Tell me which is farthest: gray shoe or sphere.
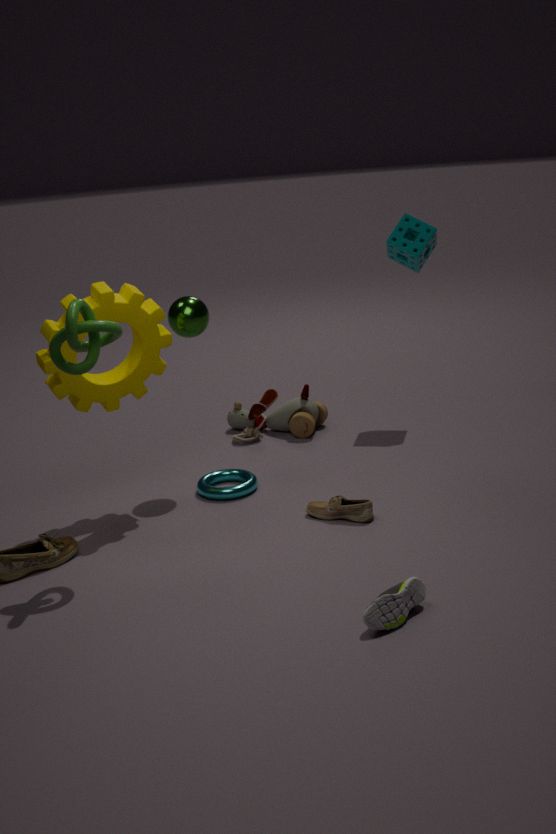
sphere
